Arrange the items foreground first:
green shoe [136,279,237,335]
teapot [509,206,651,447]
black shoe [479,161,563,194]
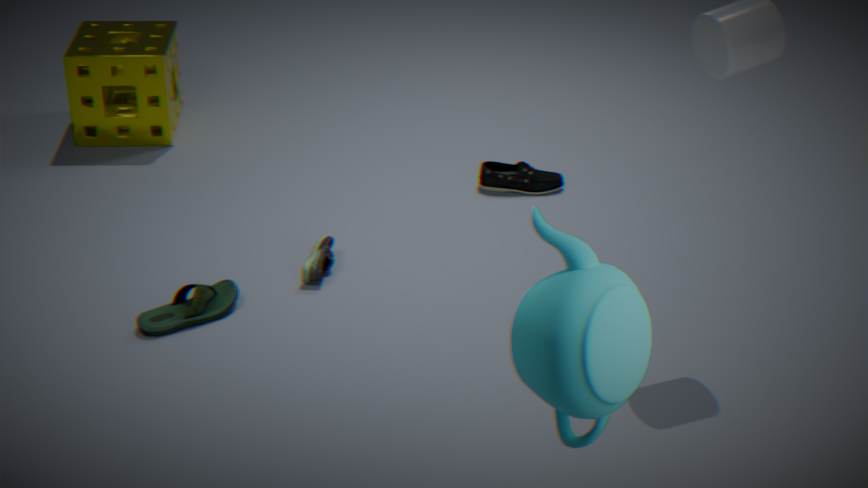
teapot [509,206,651,447], green shoe [136,279,237,335], black shoe [479,161,563,194]
